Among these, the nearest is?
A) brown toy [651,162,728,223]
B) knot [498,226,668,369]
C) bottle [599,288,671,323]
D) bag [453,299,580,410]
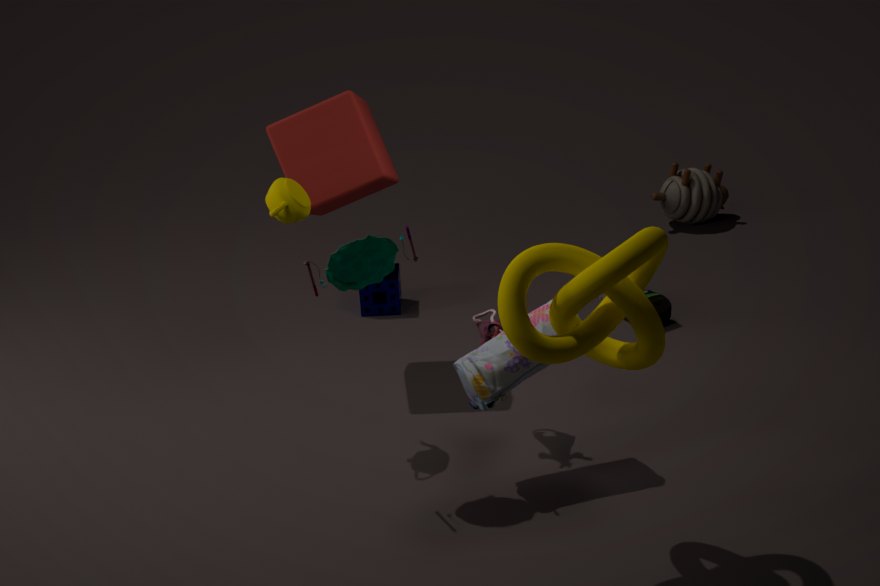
knot [498,226,668,369]
